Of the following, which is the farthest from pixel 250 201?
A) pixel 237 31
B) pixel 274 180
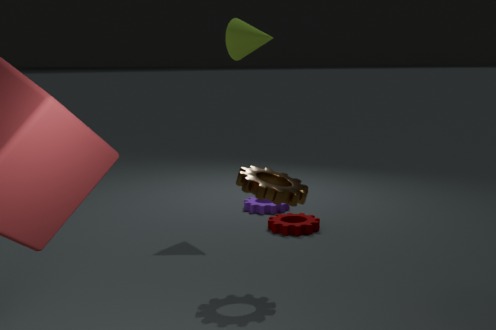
pixel 274 180
